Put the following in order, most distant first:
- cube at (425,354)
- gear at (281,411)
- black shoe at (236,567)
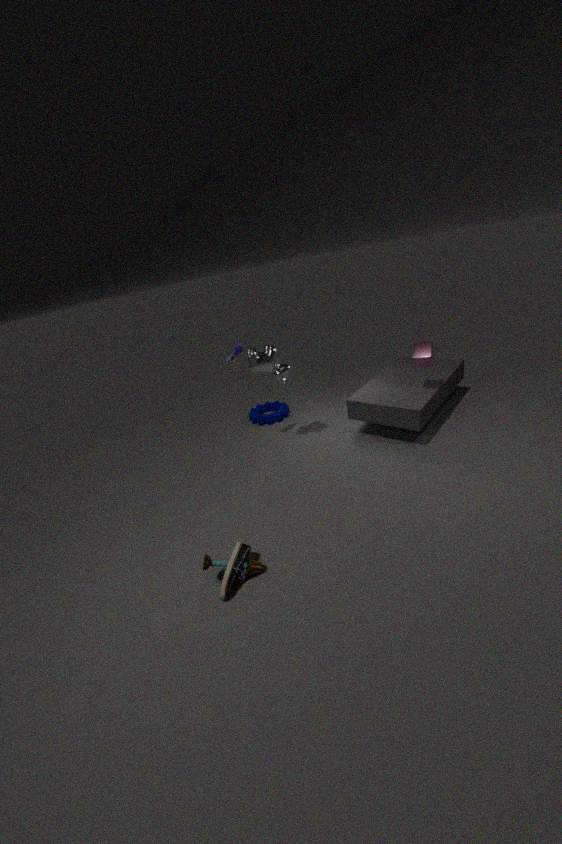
1. gear at (281,411)
2. cube at (425,354)
3. black shoe at (236,567)
